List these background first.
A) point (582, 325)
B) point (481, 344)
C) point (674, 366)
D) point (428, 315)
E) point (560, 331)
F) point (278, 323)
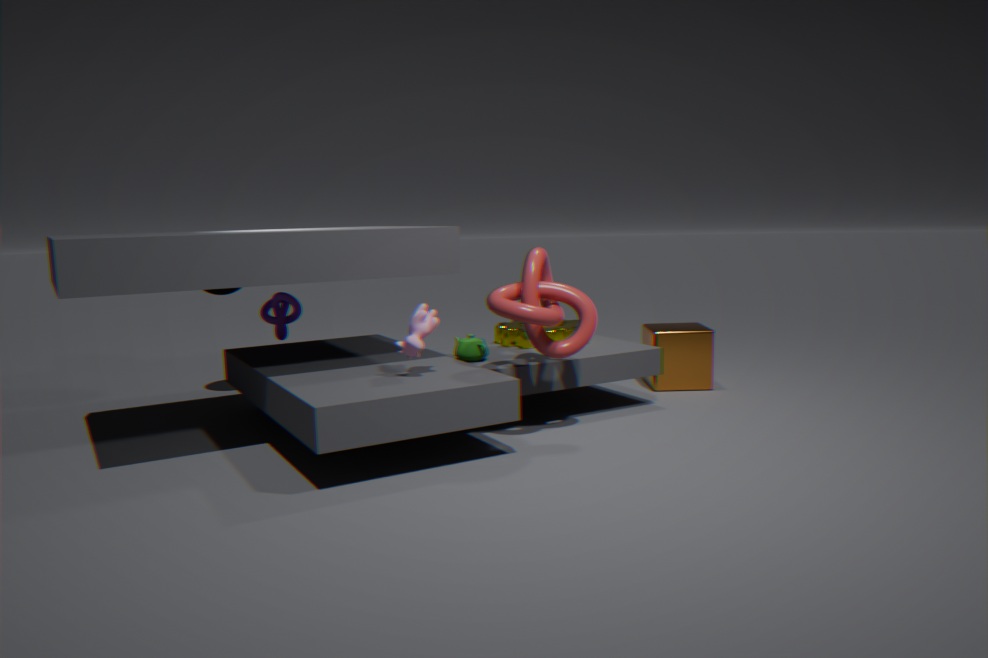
point (674, 366) → point (560, 331) → point (278, 323) → point (481, 344) → point (582, 325) → point (428, 315)
